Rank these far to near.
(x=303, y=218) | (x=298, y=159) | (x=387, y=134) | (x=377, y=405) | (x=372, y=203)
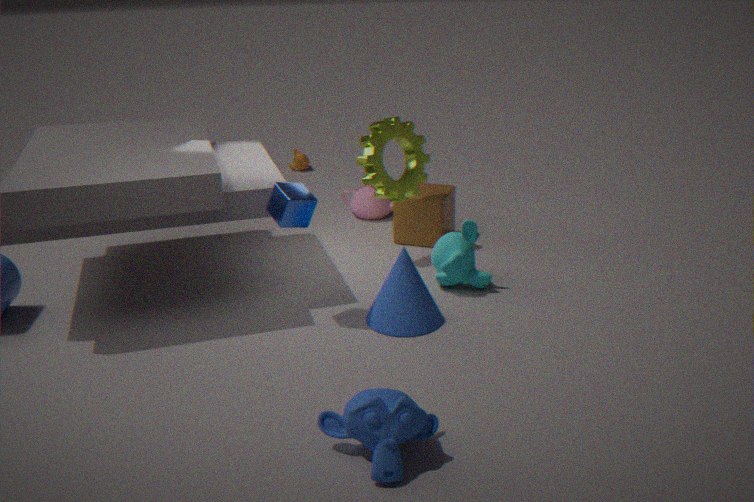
1. (x=298, y=159)
2. (x=372, y=203)
3. (x=387, y=134)
4. (x=303, y=218)
5. (x=377, y=405)
